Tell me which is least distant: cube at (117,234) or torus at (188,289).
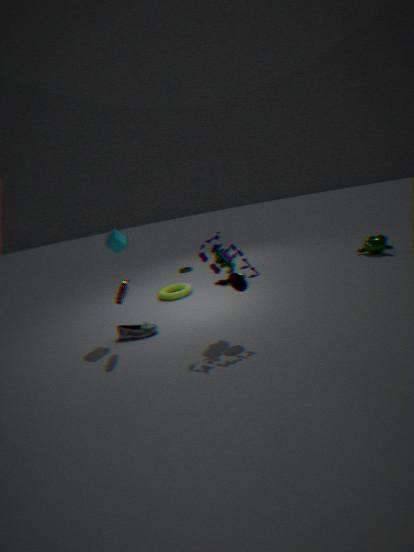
cube at (117,234)
